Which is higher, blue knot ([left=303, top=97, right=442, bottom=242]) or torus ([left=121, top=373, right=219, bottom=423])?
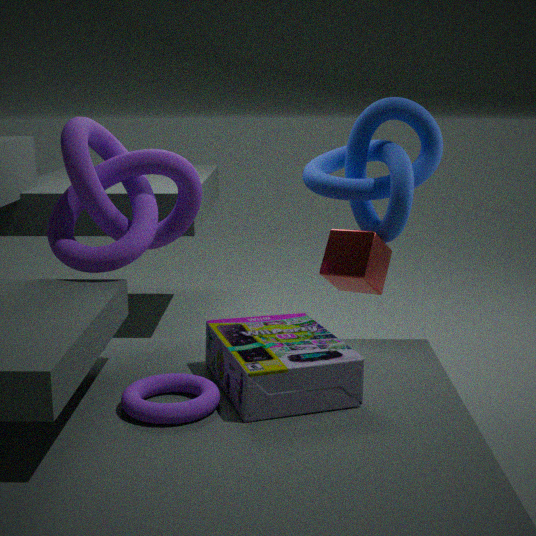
blue knot ([left=303, top=97, right=442, bottom=242])
